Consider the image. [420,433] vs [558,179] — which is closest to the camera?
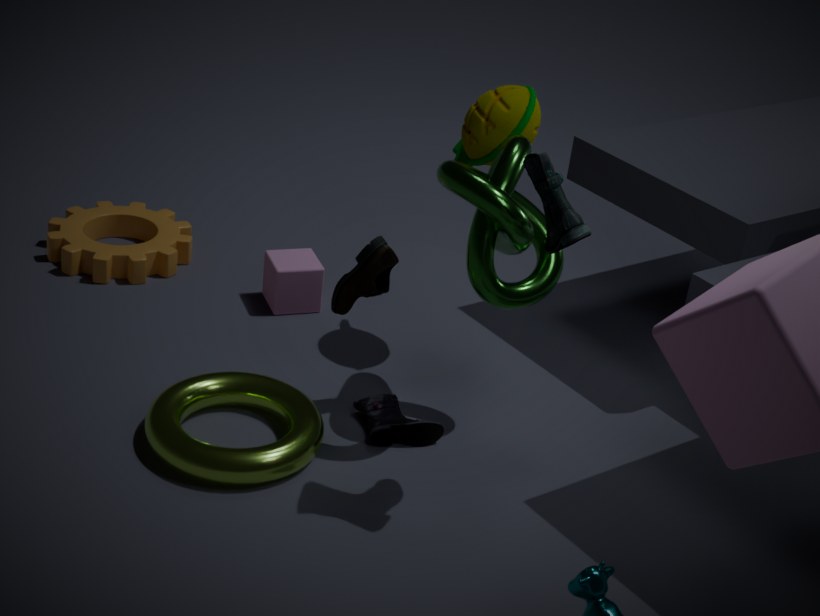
[558,179]
